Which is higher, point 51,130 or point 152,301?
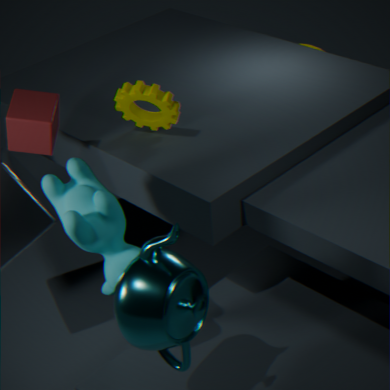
point 51,130
